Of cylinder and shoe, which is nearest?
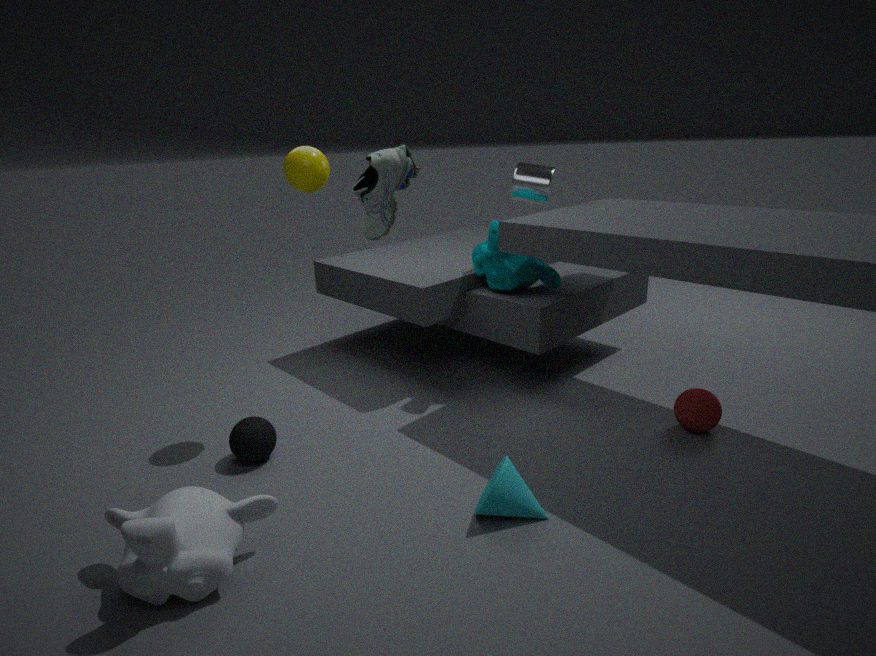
shoe
